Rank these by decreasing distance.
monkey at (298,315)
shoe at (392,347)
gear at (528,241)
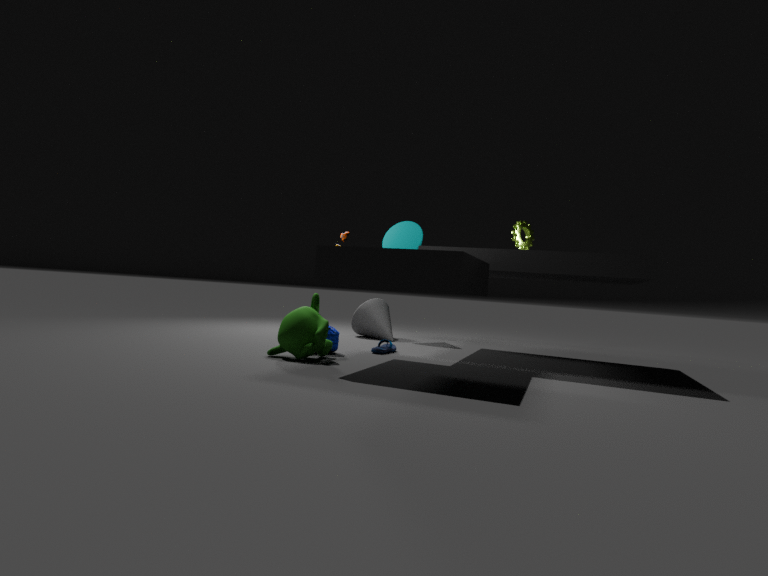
1. gear at (528,241)
2. shoe at (392,347)
3. monkey at (298,315)
